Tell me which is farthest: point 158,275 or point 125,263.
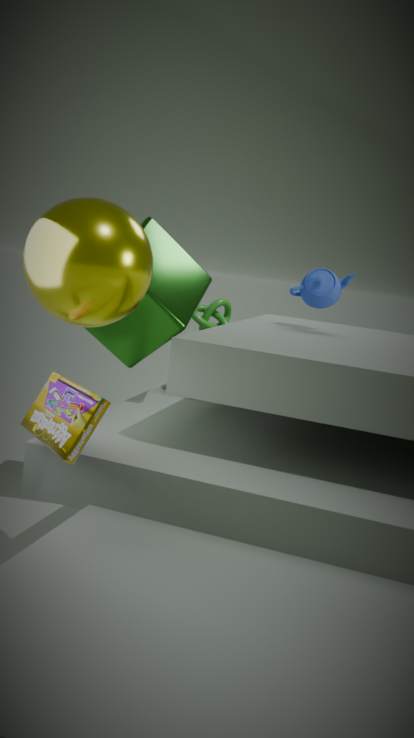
point 158,275
